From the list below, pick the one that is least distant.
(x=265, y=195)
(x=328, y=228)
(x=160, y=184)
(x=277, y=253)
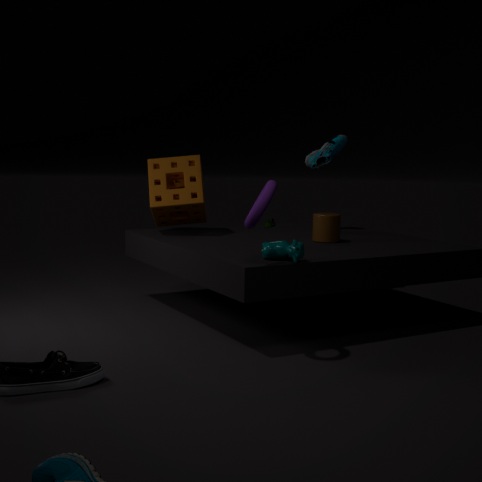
(x=265, y=195)
